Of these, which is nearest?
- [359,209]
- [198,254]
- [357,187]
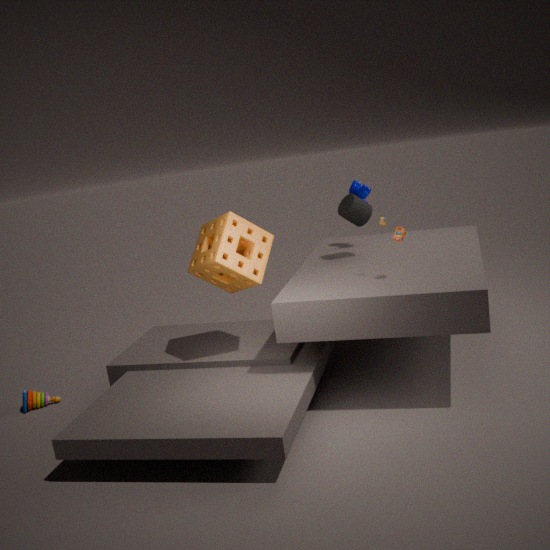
[198,254]
